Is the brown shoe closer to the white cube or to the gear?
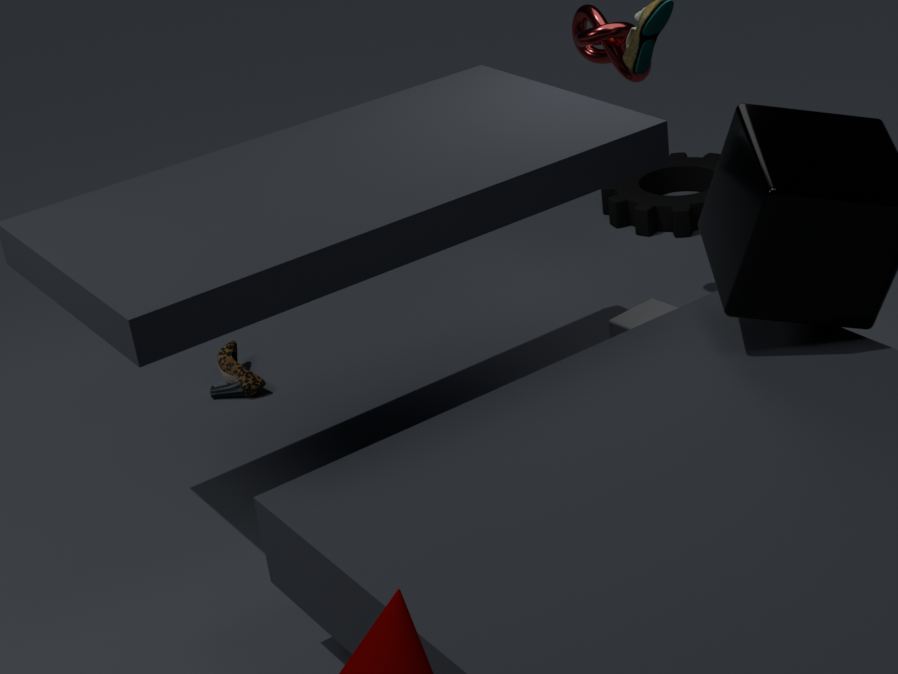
the white cube
